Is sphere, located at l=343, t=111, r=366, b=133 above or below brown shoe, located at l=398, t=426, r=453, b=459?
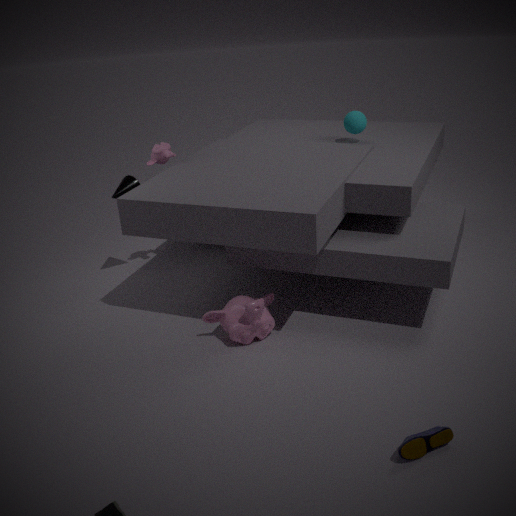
above
